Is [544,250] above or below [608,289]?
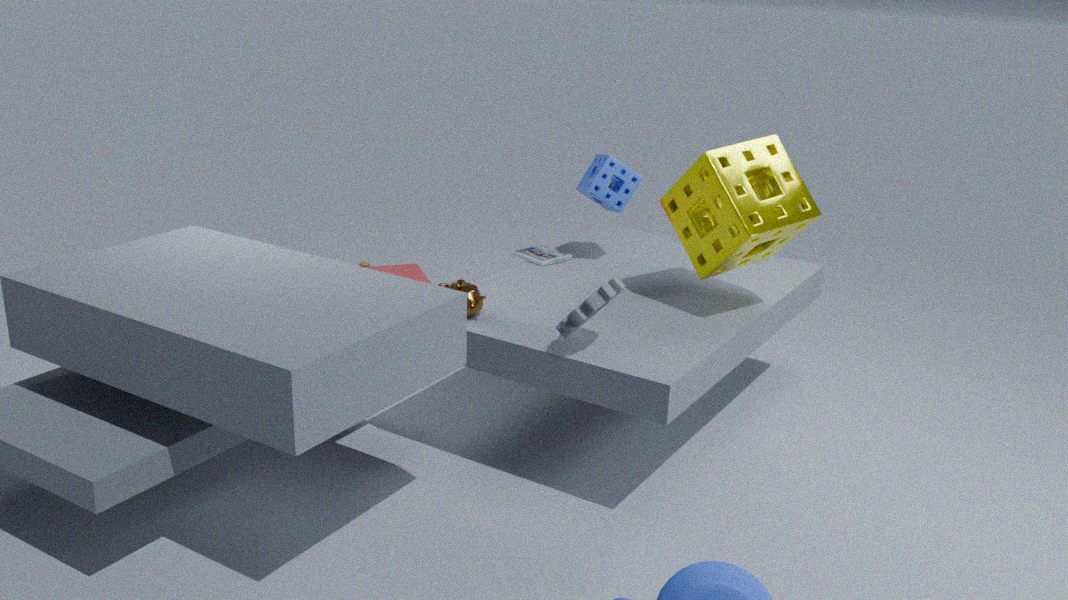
below
